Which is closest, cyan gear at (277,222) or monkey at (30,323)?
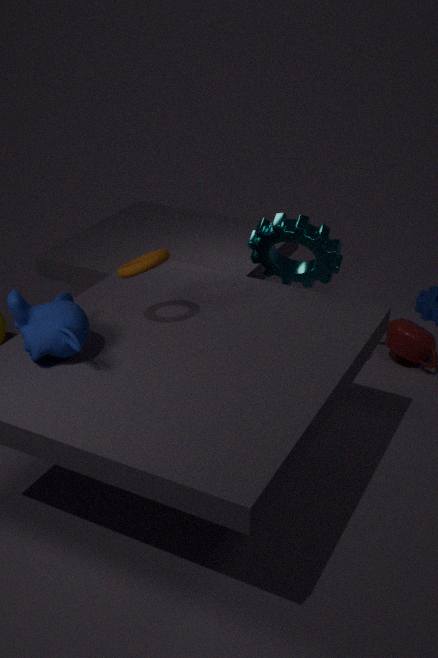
monkey at (30,323)
